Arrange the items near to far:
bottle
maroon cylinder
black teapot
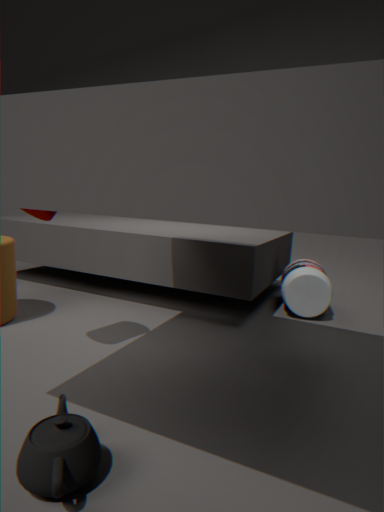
black teapot, maroon cylinder, bottle
